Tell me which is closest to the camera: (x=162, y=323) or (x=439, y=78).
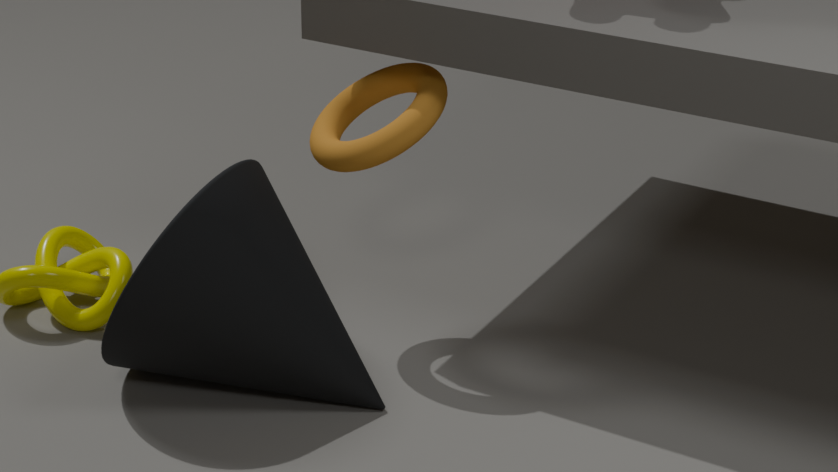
(x=162, y=323)
